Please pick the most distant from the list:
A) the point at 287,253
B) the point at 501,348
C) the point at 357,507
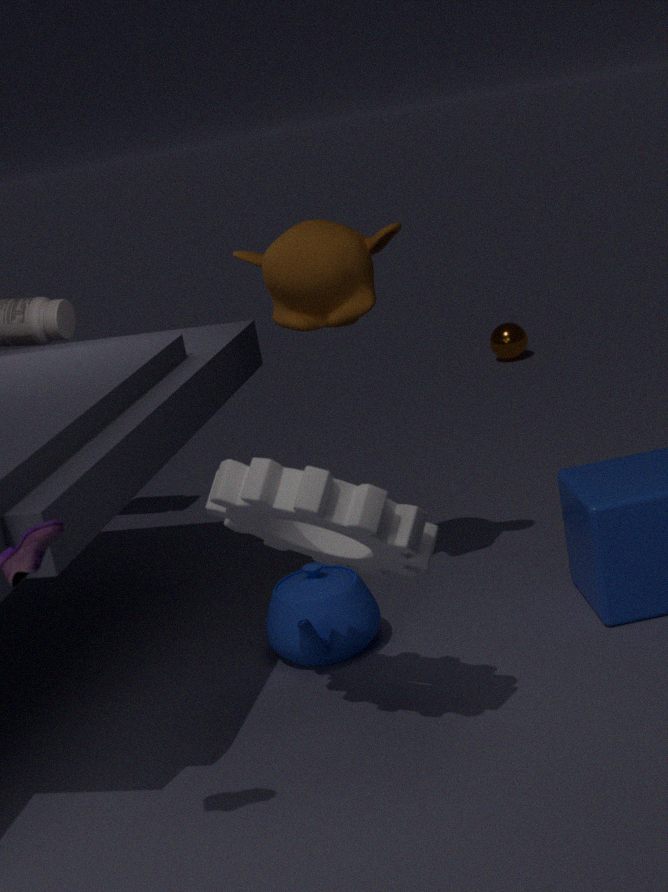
the point at 501,348
